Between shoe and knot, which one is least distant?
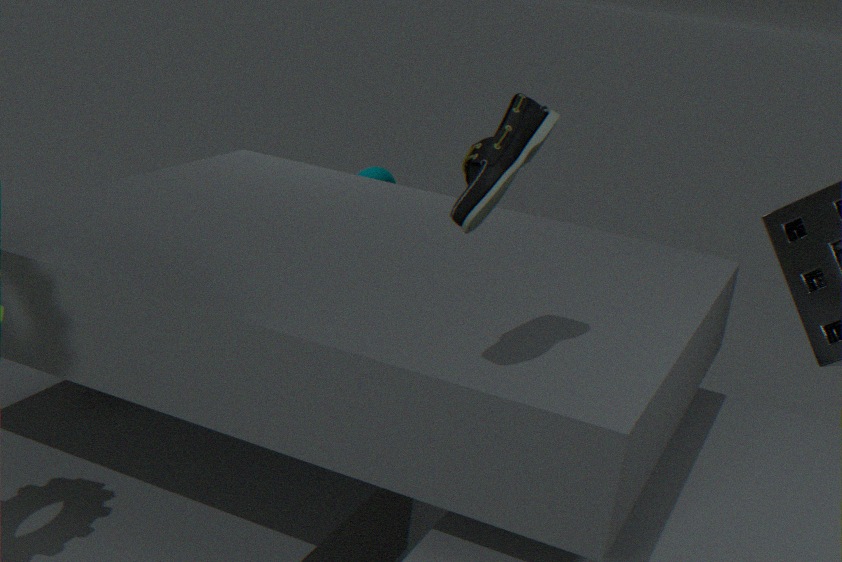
shoe
